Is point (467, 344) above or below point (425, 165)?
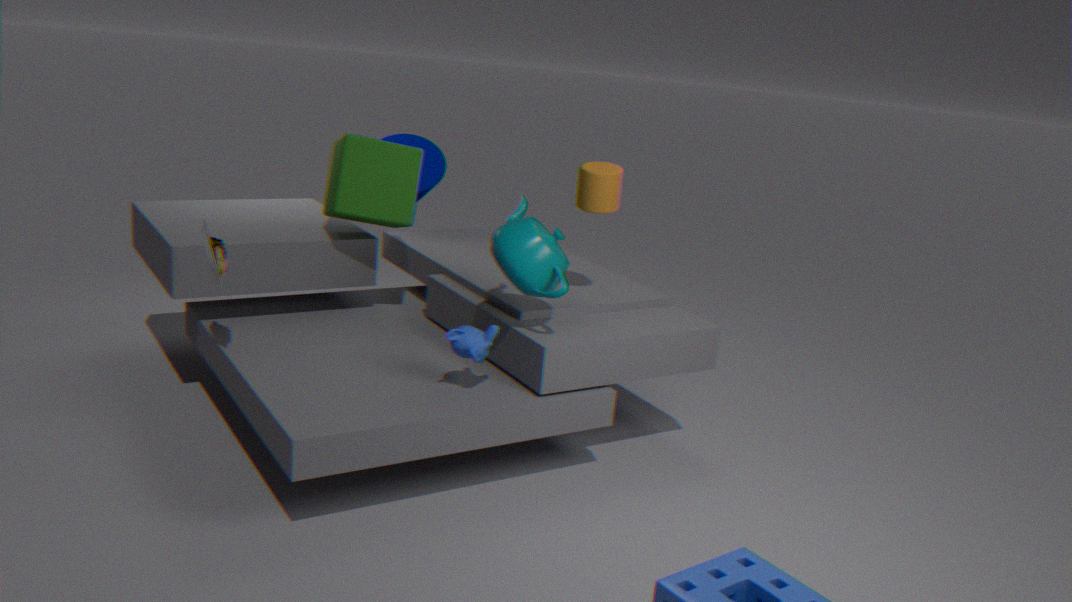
below
